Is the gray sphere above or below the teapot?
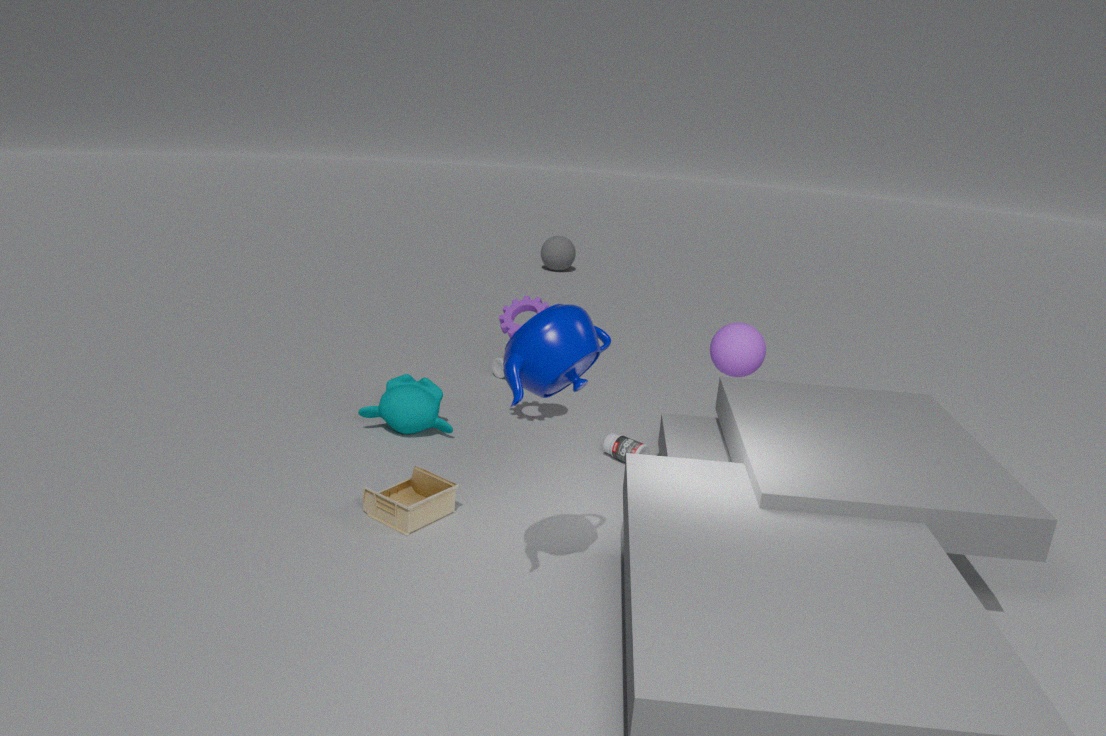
below
